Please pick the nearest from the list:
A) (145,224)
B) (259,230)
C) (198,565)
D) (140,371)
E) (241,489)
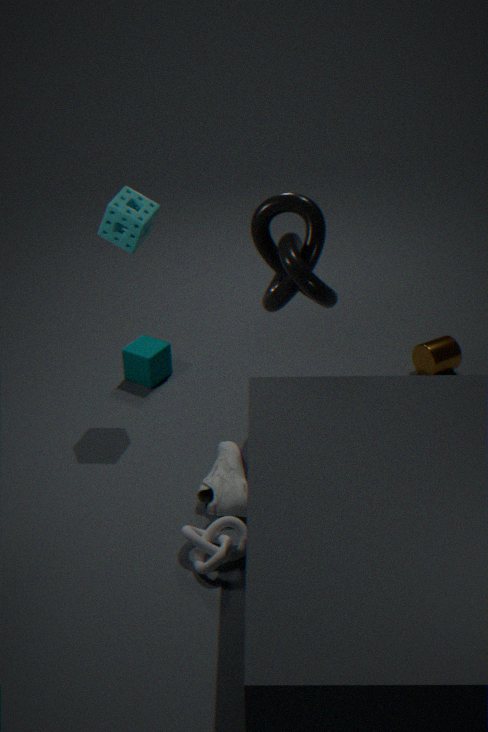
(198,565)
